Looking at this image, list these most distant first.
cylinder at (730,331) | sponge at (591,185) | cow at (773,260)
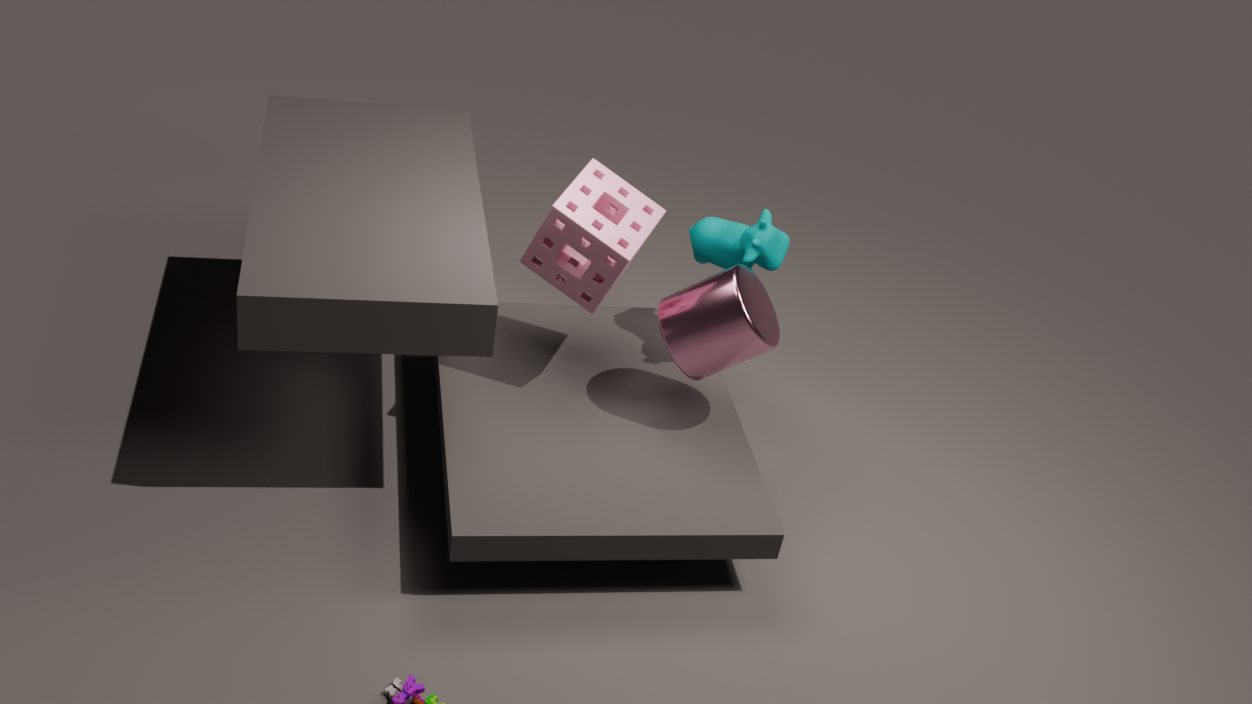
cow at (773,260) < sponge at (591,185) < cylinder at (730,331)
